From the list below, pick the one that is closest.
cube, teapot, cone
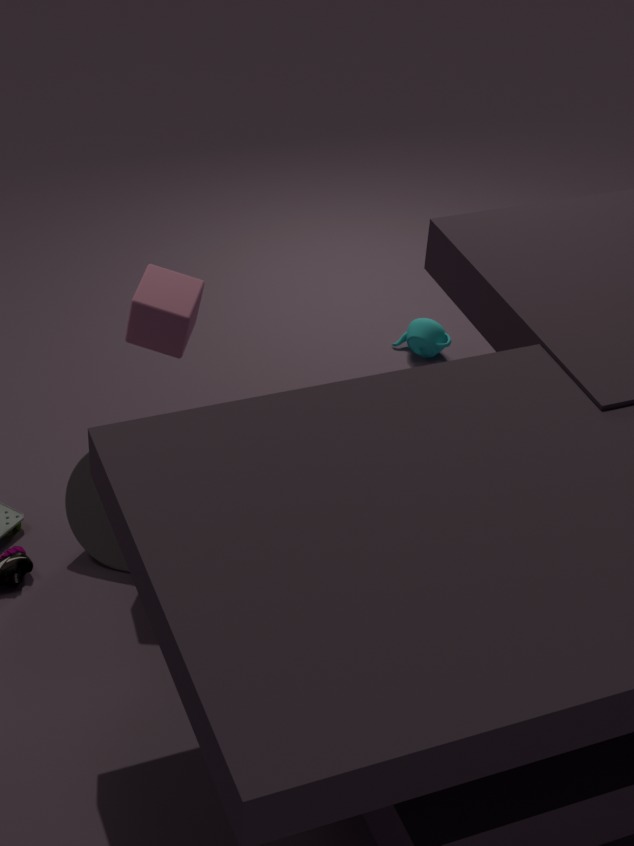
cube
